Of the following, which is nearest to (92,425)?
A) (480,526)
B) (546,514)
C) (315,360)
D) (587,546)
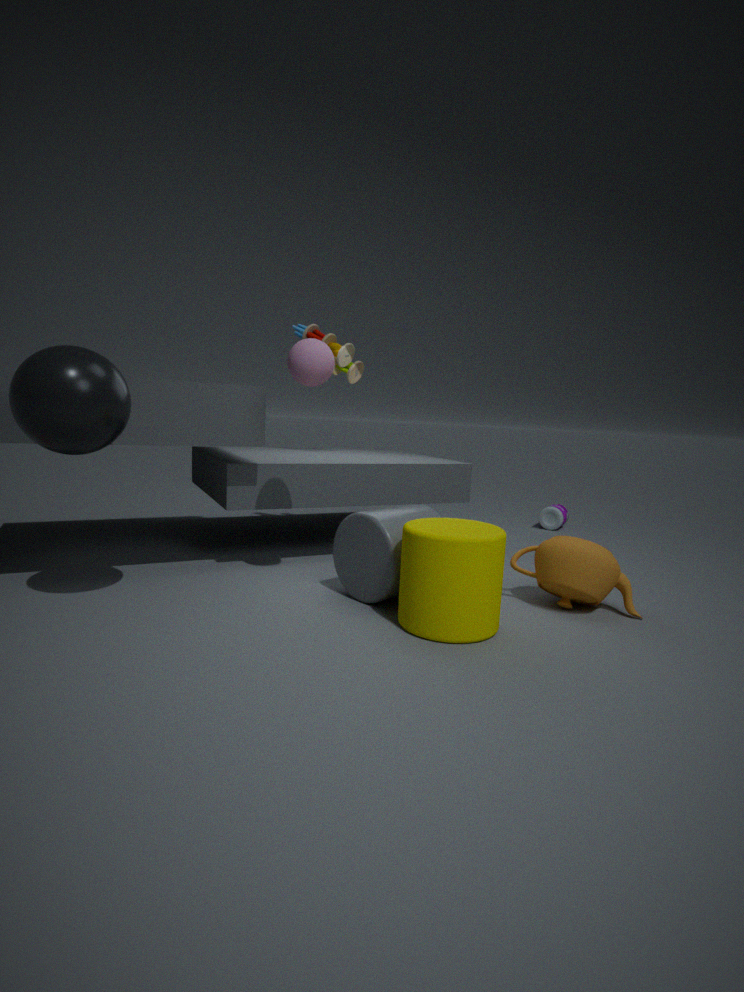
(315,360)
